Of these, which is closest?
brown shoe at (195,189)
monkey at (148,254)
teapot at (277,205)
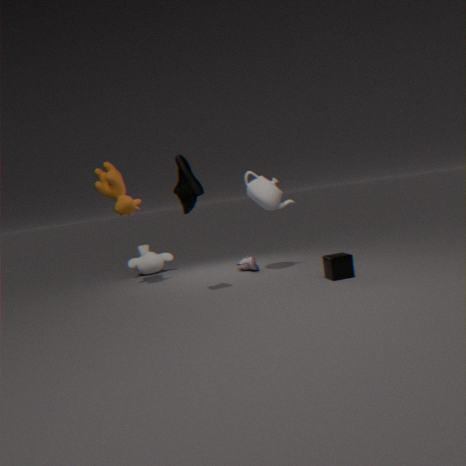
brown shoe at (195,189)
